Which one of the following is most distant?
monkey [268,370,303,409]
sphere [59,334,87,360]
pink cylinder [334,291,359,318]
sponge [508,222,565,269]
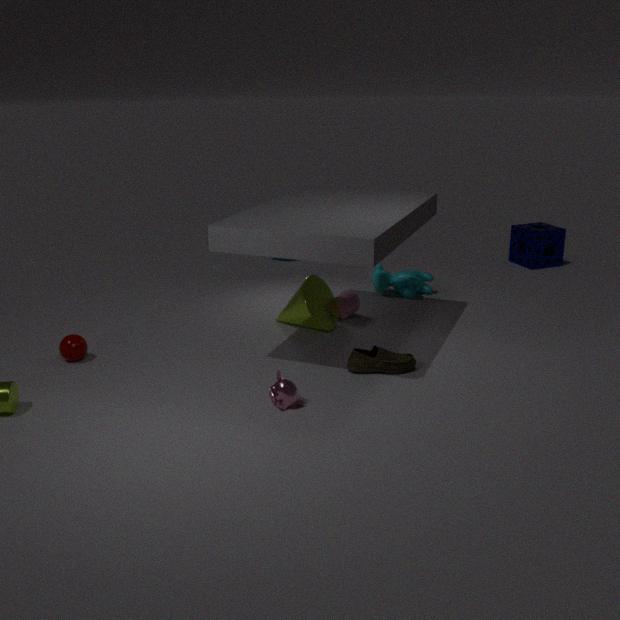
sponge [508,222,565,269]
